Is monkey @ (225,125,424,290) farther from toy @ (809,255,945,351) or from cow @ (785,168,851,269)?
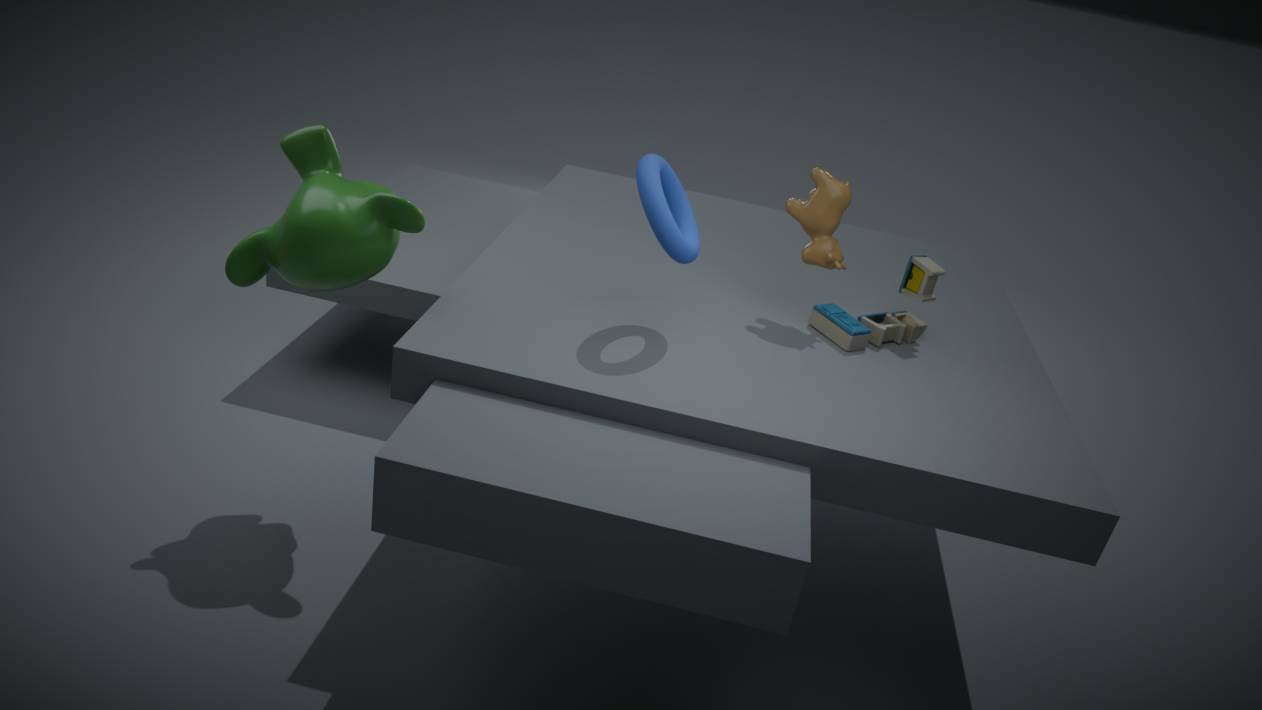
toy @ (809,255,945,351)
